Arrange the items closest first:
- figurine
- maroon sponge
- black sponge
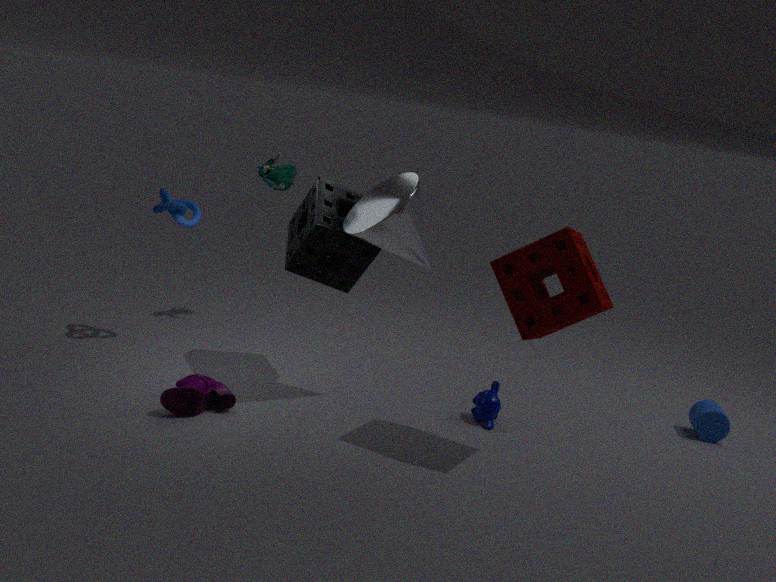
maroon sponge, black sponge, figurine
